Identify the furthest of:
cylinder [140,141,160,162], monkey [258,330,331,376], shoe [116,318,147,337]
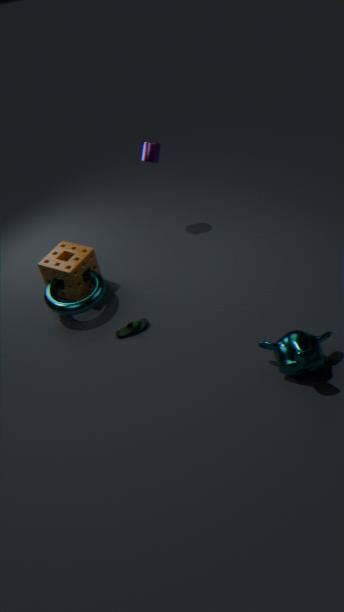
cylinder [140,141,160,162]
